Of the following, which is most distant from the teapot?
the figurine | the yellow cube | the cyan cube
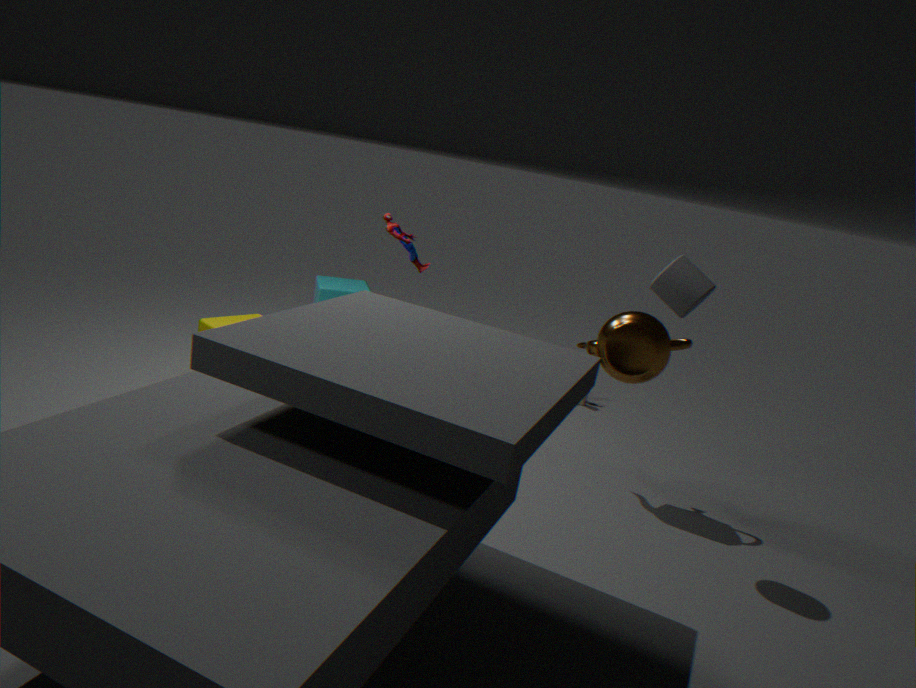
the cyan cube
